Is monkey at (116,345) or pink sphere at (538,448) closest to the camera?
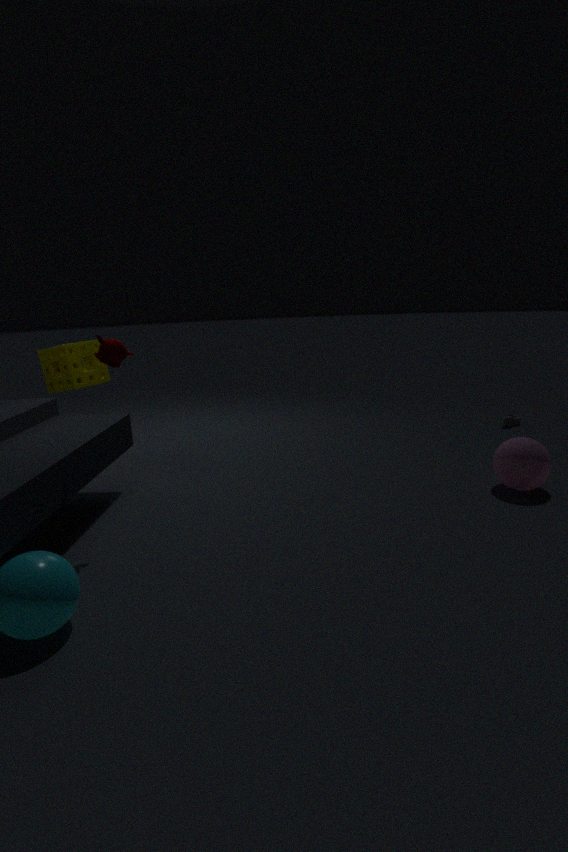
monkey at (116,345)
